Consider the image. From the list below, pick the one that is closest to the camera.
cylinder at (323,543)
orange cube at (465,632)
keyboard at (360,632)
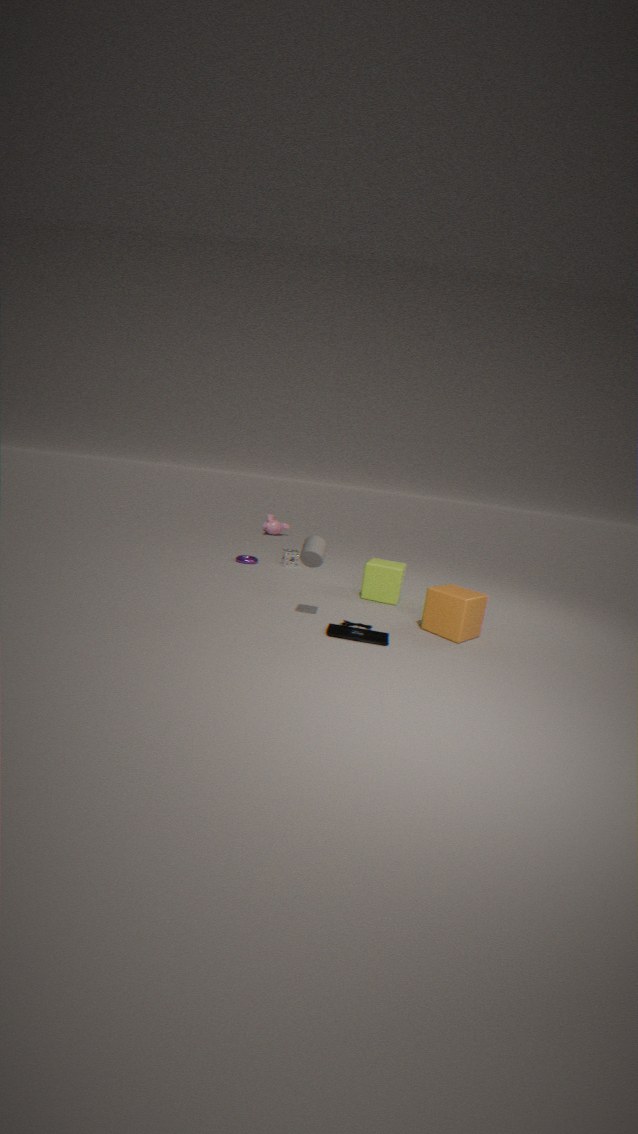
keyboard at (360,632)
